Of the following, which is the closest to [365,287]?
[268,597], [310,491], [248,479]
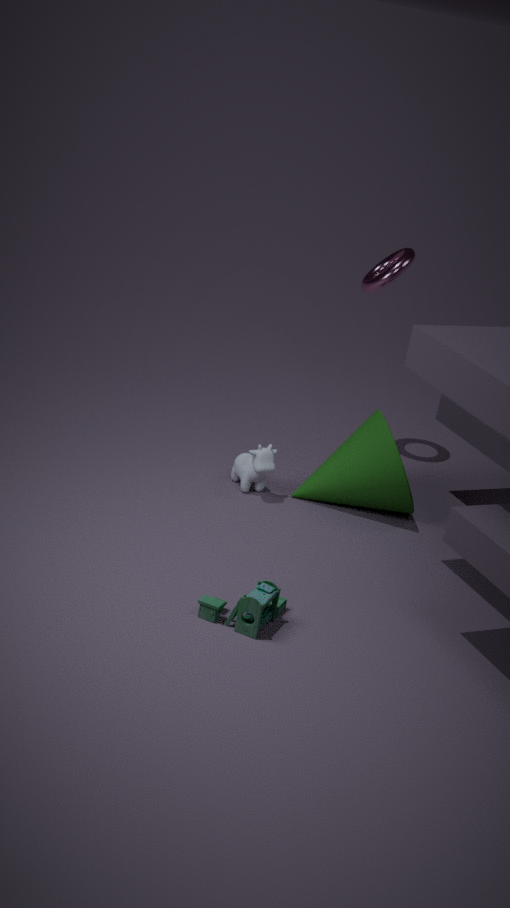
[310,491]
